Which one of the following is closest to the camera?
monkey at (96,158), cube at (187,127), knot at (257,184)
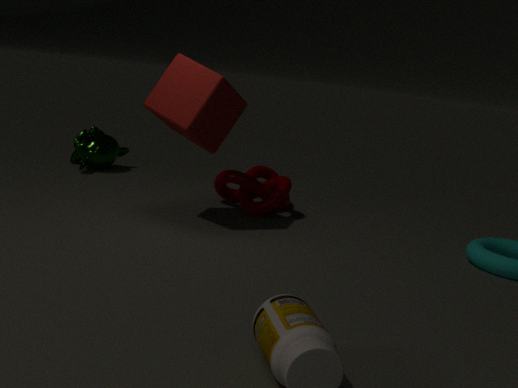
cube at (187,127)
